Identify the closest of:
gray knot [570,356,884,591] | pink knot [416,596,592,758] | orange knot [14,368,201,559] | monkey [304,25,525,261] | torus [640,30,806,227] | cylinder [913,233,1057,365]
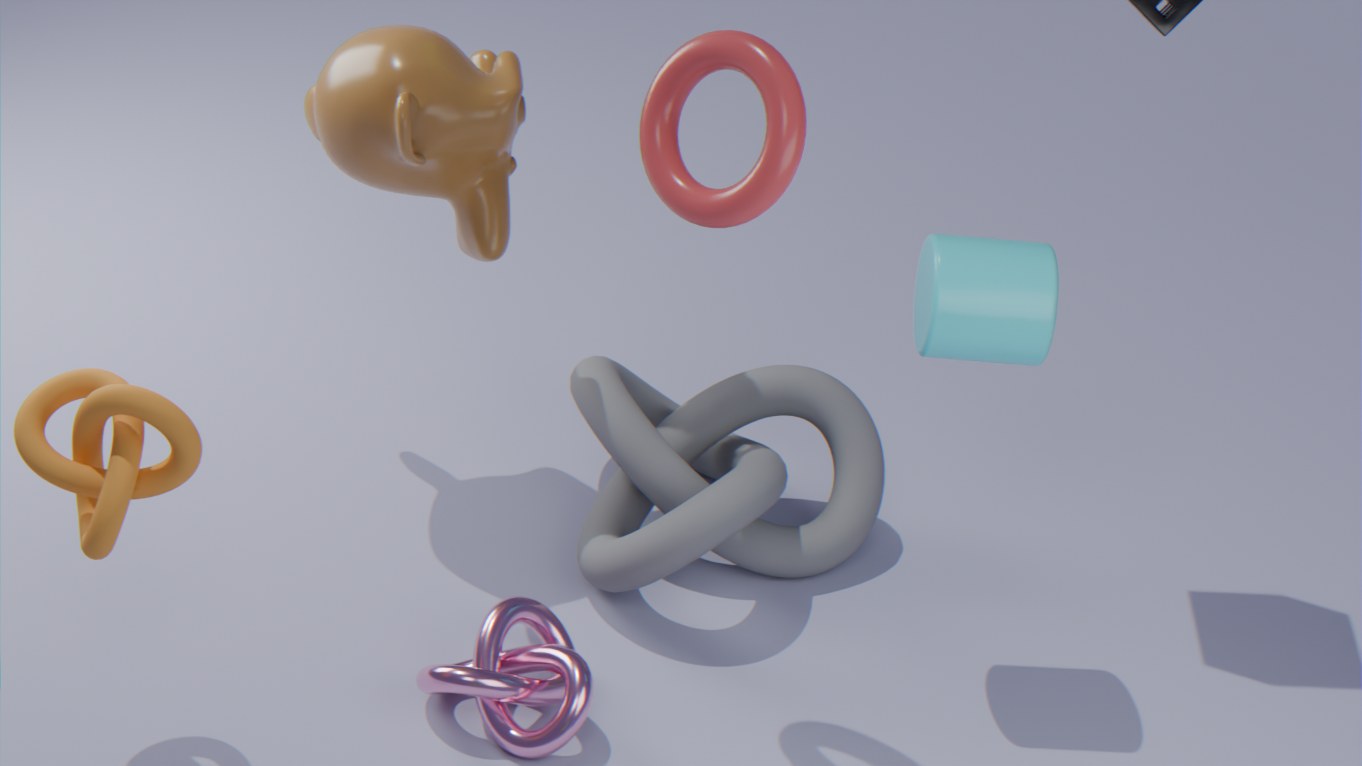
torus [640,30,806,227]
